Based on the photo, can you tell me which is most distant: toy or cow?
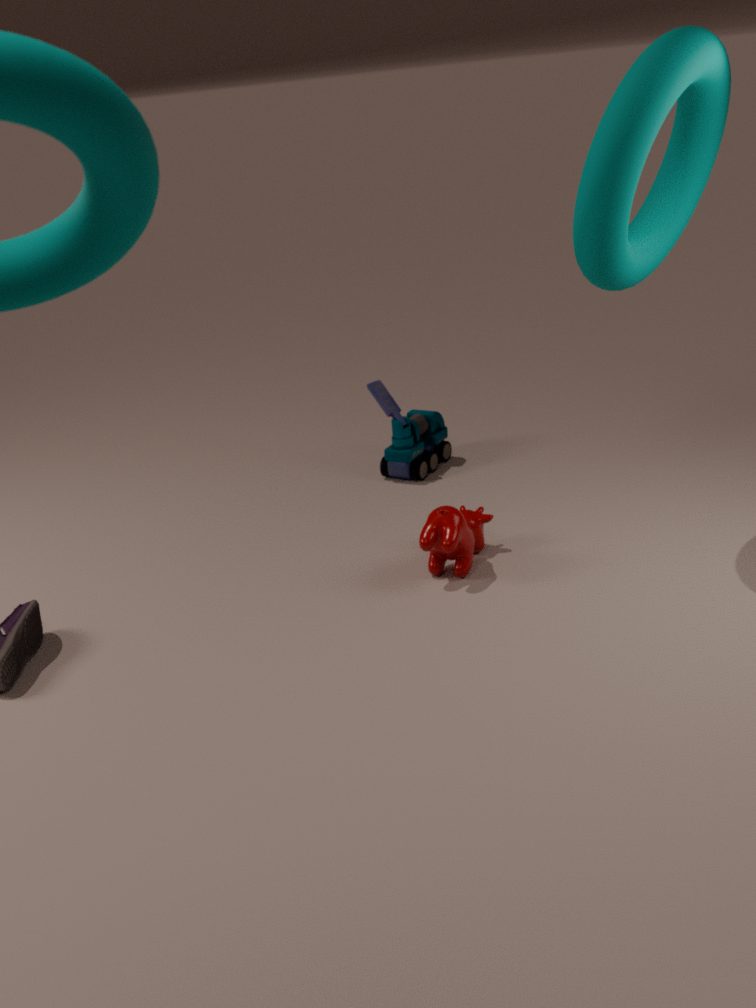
toy
